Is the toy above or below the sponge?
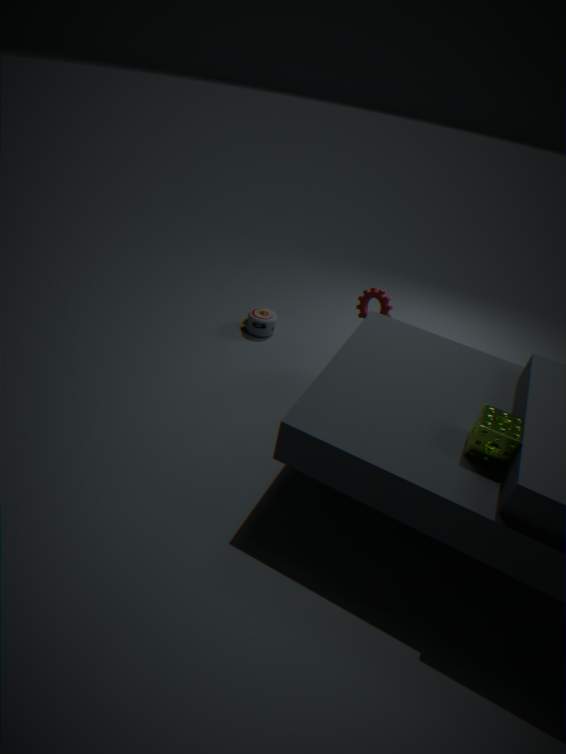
below
